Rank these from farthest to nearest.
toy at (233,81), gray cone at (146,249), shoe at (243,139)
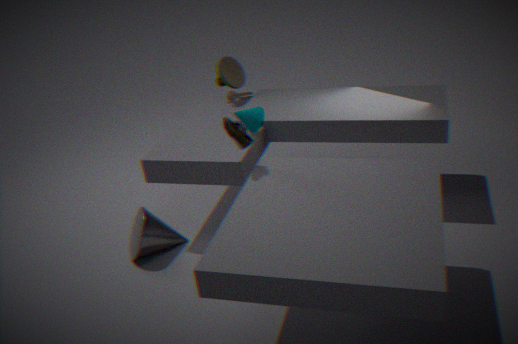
toy at (233,81) < gray cone at (146,249) < shoe at (243,139)
